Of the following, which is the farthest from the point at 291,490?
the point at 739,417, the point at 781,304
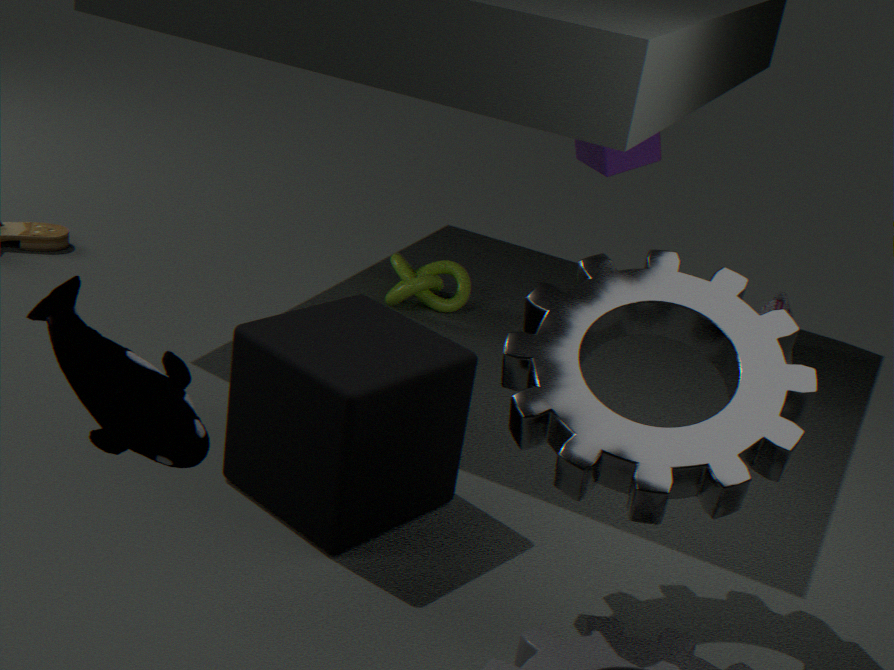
the point at 781,304
